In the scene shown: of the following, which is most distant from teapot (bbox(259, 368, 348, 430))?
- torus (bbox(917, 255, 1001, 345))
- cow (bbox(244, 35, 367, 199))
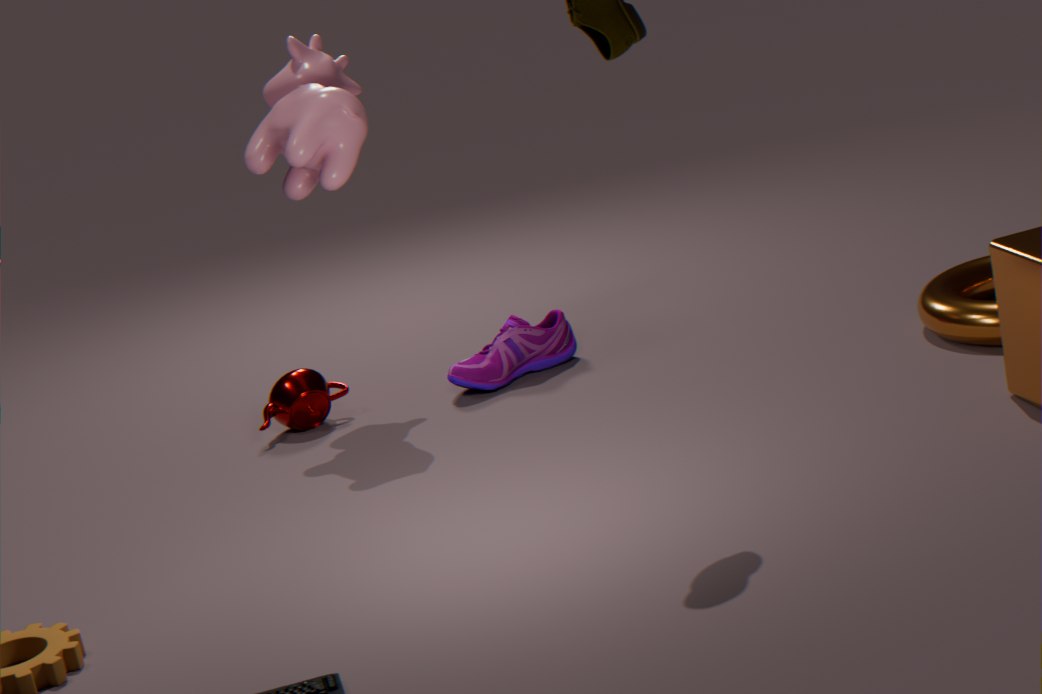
torus (bbox(917, 255, 1001, 345))
